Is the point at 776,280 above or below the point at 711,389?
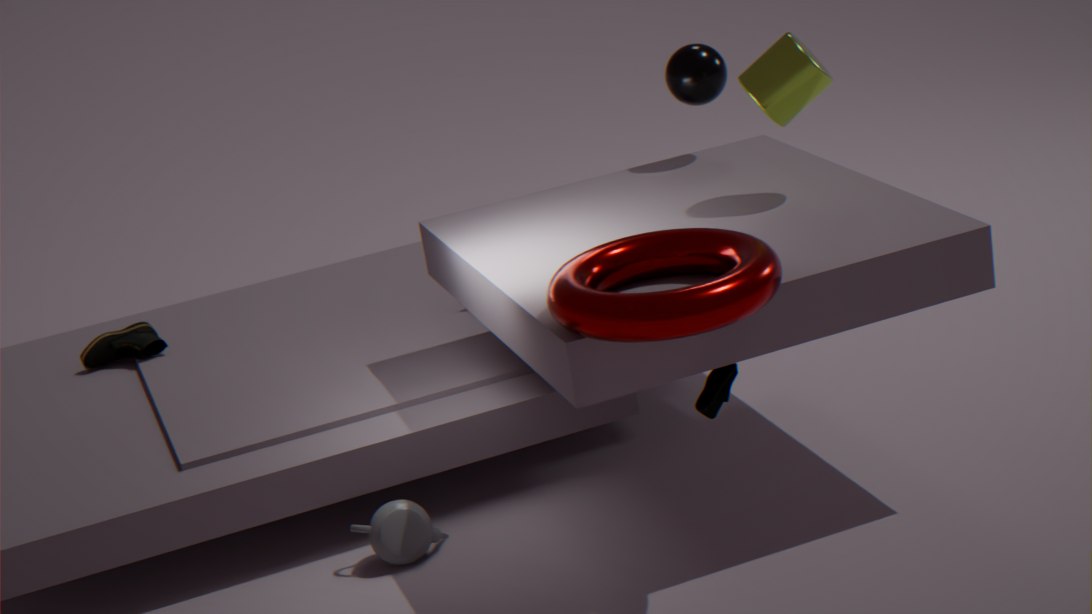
above
